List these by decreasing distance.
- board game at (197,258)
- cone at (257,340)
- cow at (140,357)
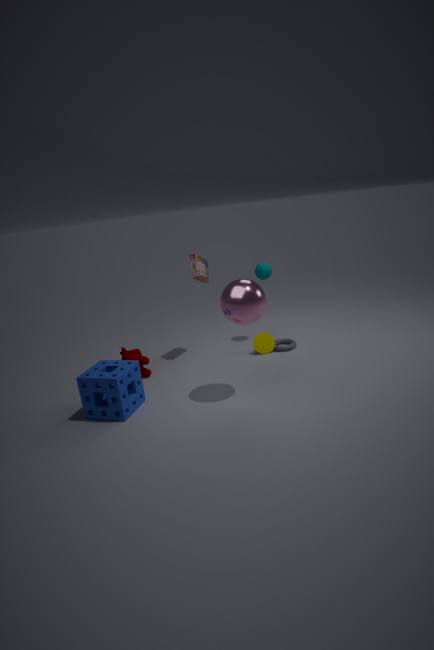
1. cone at (257,340)
2. board game at (197,258)
3. cow at (140,357)
